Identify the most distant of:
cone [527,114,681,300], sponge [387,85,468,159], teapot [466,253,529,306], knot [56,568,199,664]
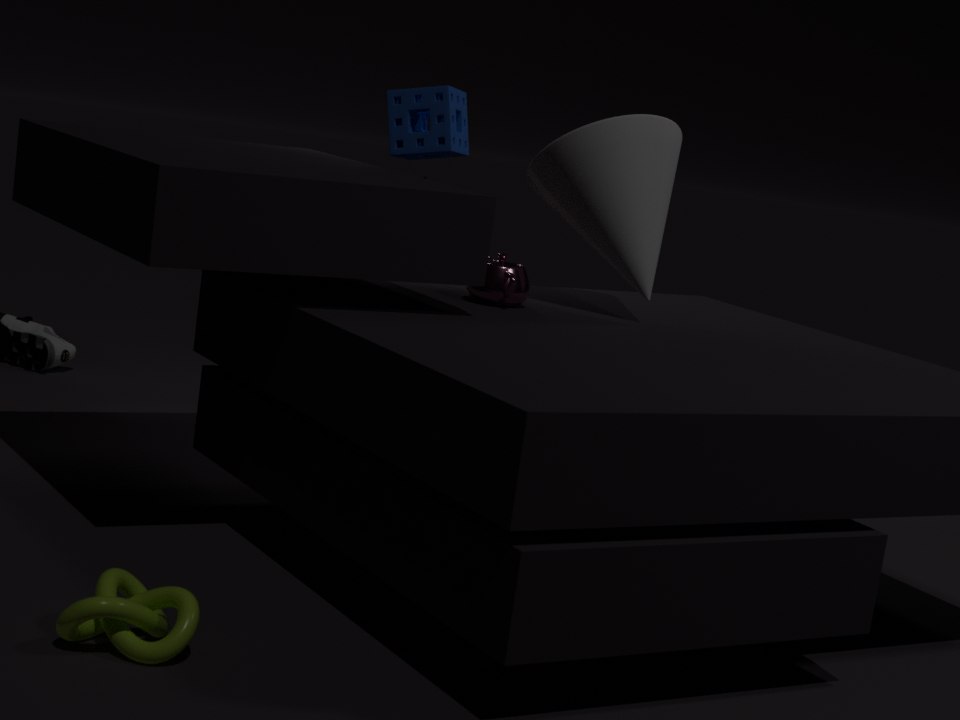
sponge [387,85,468,159]
